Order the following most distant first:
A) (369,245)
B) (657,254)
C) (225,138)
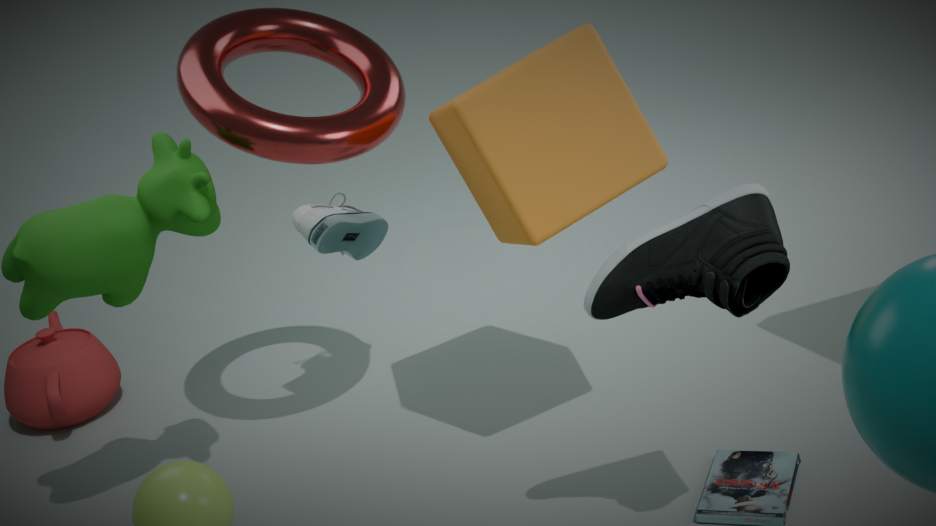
(369,245) < (225,138) < (657,254)
